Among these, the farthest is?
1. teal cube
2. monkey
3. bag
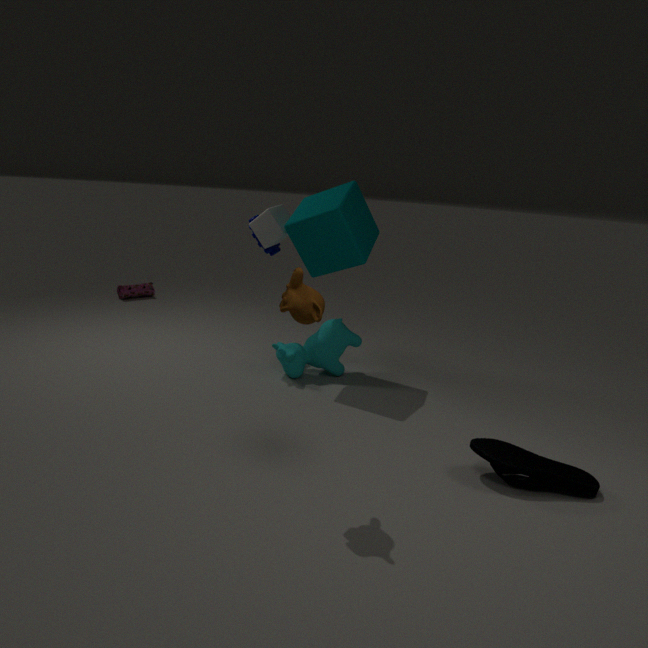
bag
